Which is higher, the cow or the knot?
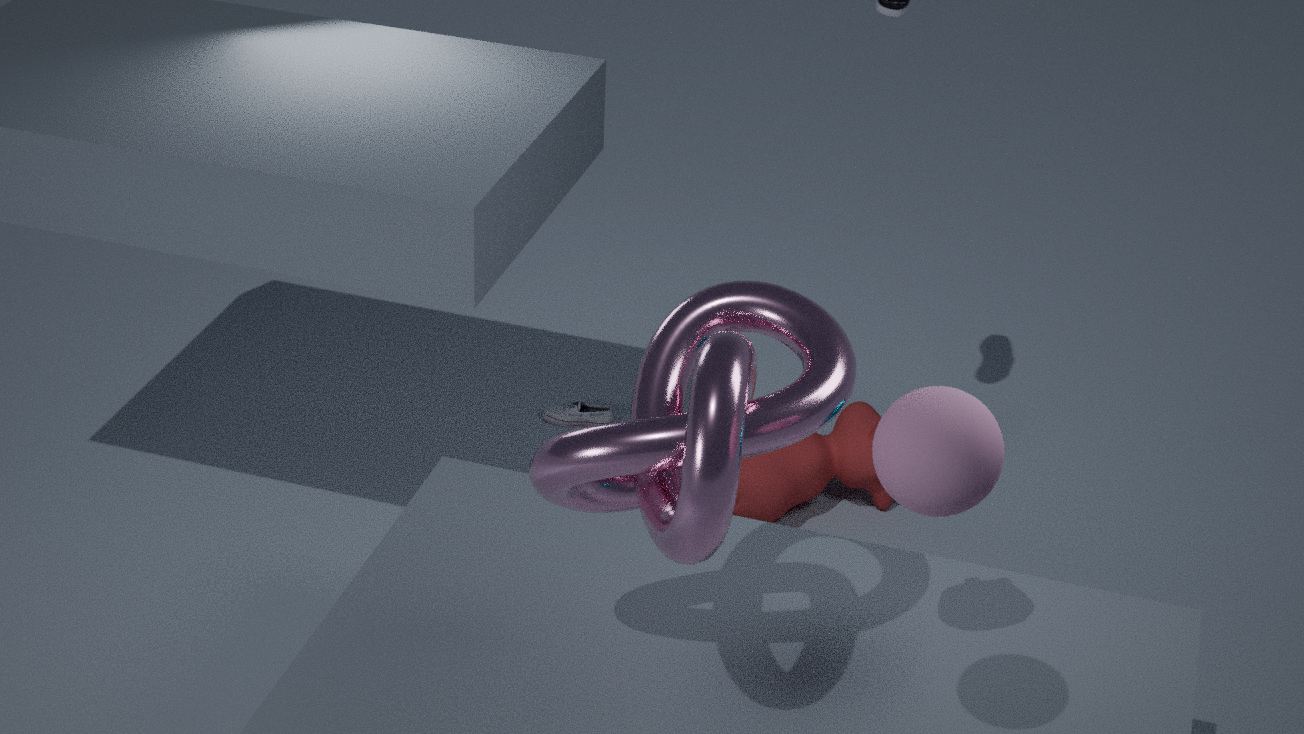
the knot
